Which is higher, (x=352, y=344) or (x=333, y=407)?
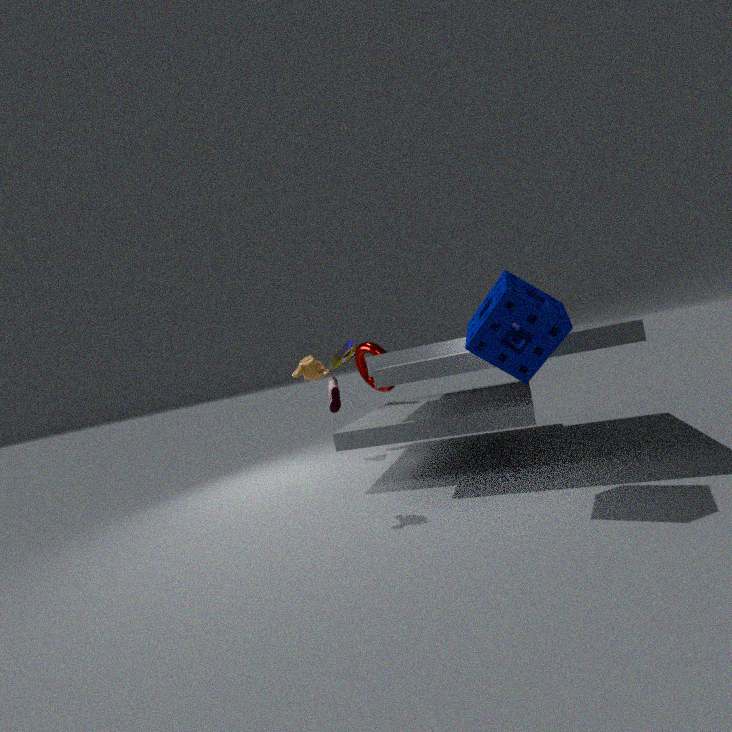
(x=352, y=344)
